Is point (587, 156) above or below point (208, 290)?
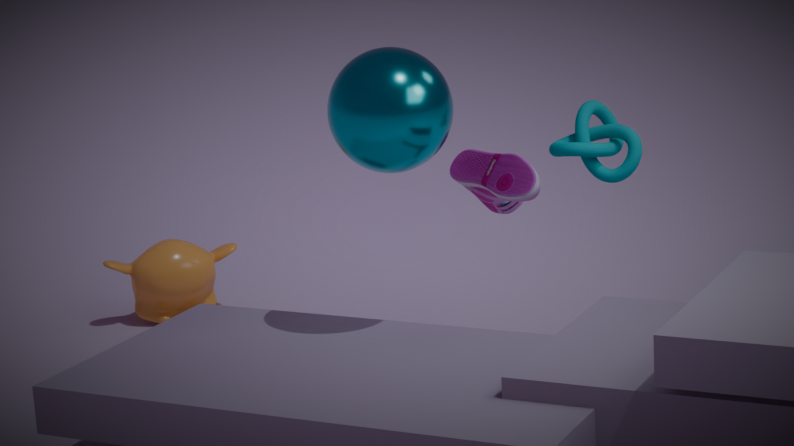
above
